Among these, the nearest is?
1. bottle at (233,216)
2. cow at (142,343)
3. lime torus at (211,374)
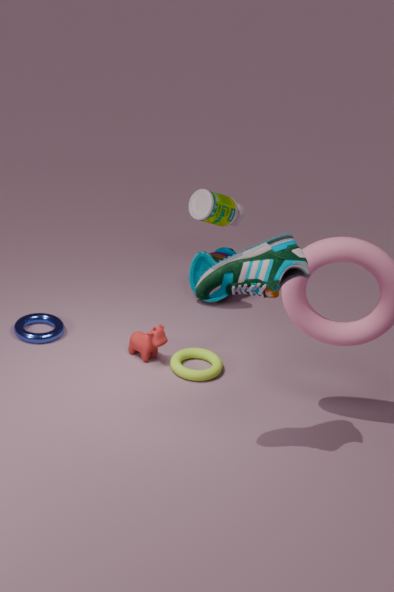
lime torus at (211,374)
